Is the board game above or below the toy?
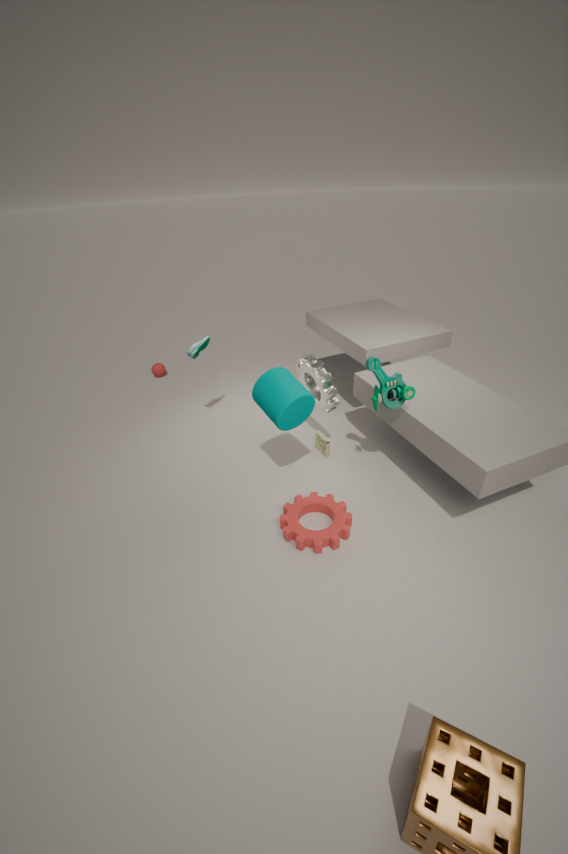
below
